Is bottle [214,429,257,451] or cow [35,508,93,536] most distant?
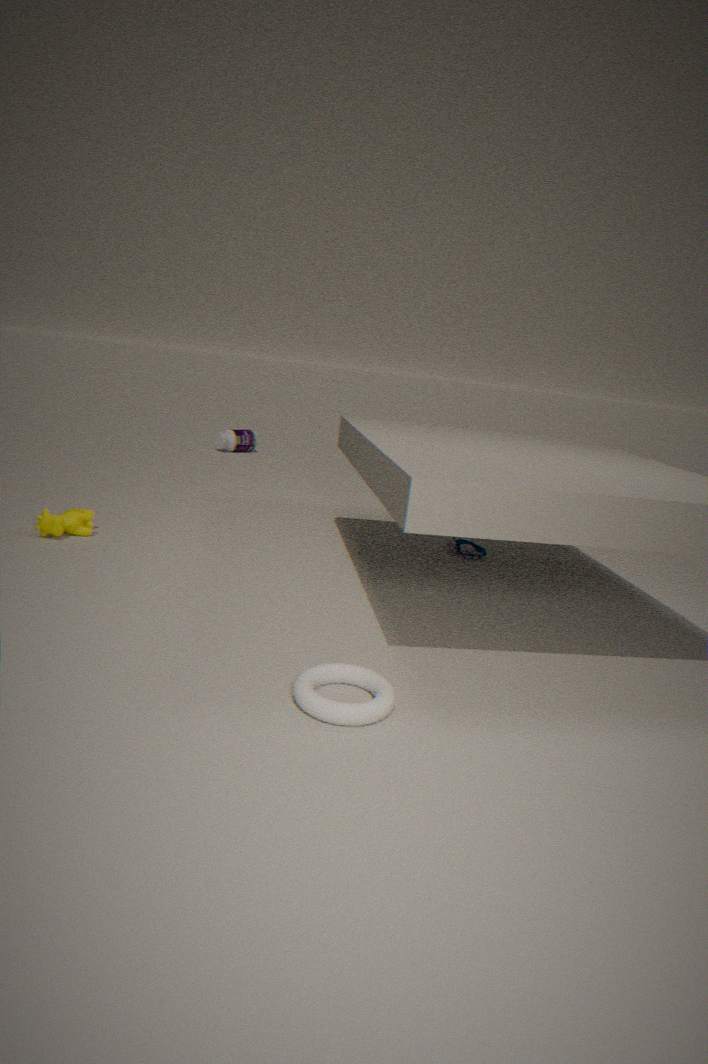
bottle [214,429,257,451]
